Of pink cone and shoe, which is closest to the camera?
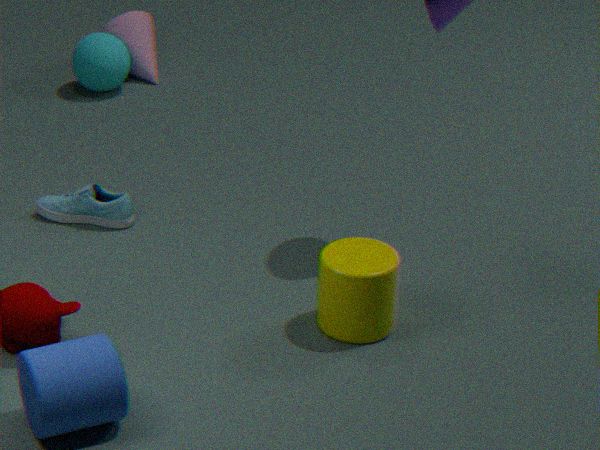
shoe
